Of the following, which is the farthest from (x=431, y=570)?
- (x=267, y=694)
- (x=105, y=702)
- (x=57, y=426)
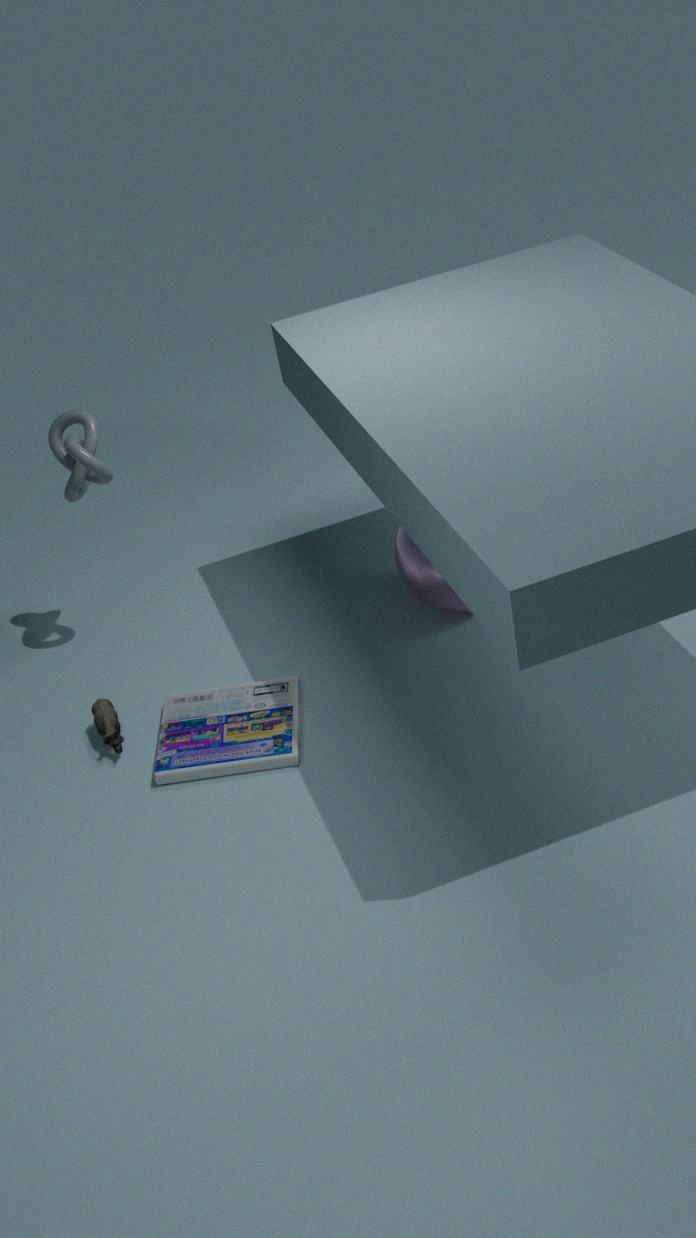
(x=57, y=426)
